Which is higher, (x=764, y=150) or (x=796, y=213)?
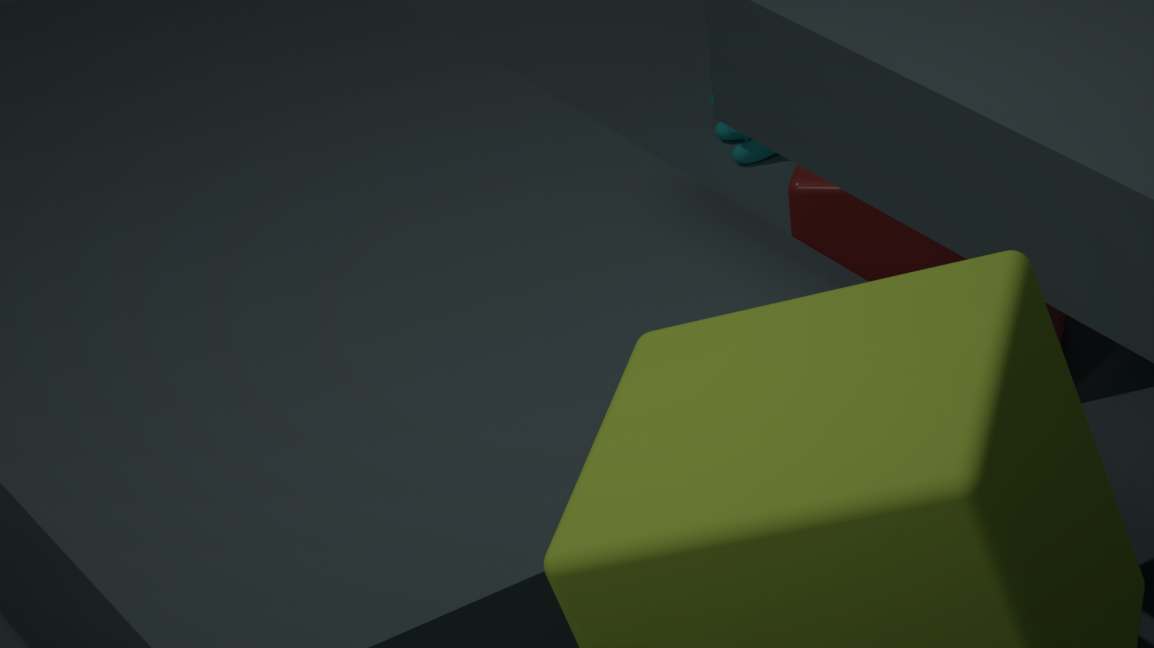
(x=796, y=213)
